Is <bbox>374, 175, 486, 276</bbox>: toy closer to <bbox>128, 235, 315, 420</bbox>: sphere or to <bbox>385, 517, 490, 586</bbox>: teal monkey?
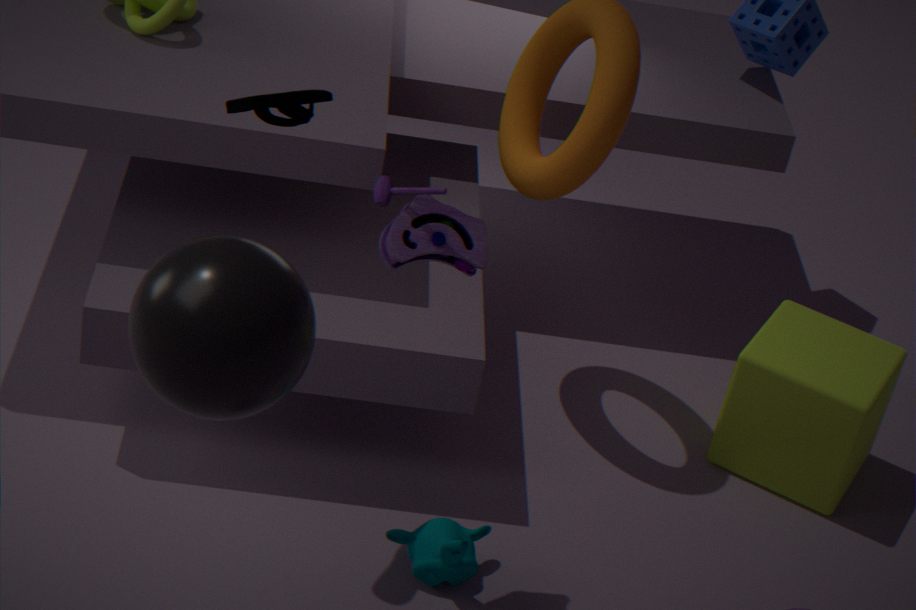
<bbox>128, 235, 315, 420</bbox>: sphere
